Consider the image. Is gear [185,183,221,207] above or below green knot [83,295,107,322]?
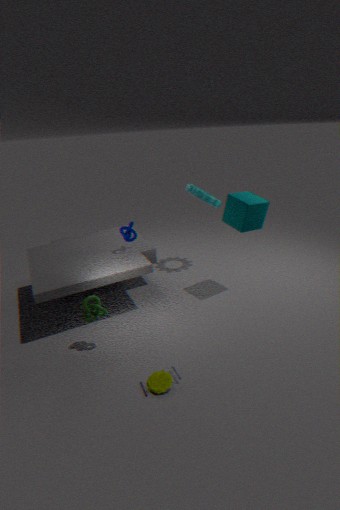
above
